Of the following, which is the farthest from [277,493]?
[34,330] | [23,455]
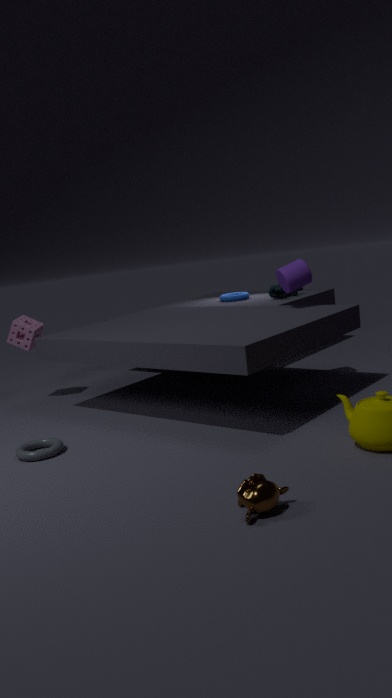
[34,330]
